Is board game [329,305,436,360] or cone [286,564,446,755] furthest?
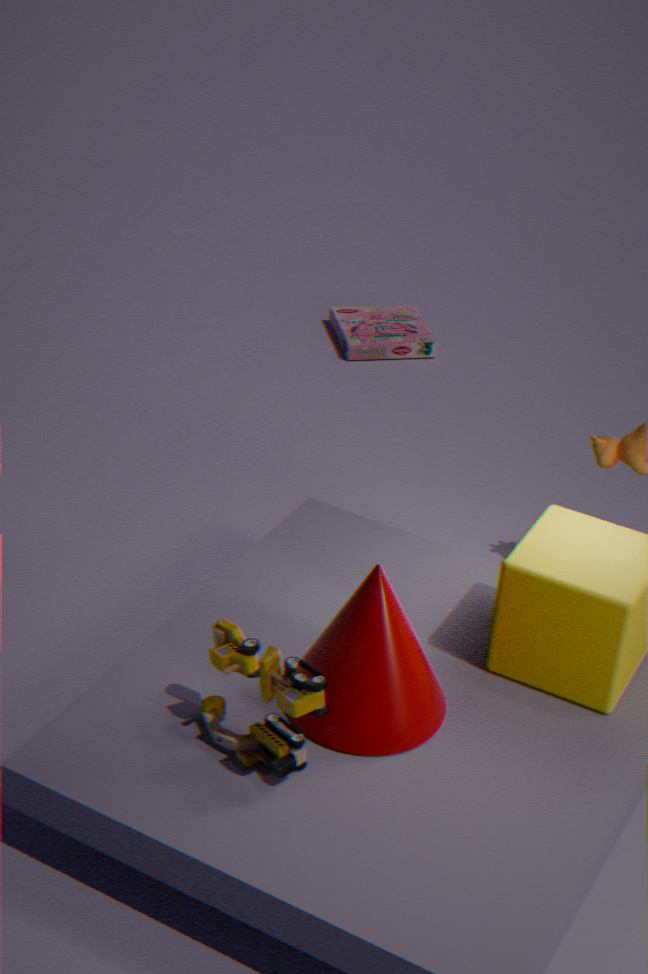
board game [329,305,436,360]
